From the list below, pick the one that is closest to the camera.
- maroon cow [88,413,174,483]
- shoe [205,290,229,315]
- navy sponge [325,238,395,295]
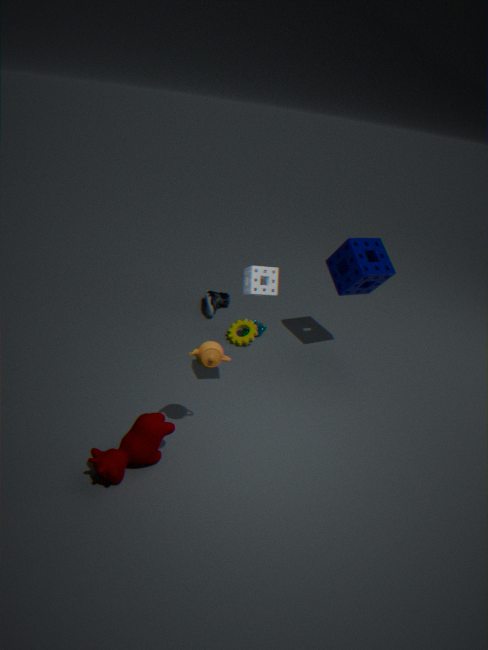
maroon cow [88,413,174,483]
